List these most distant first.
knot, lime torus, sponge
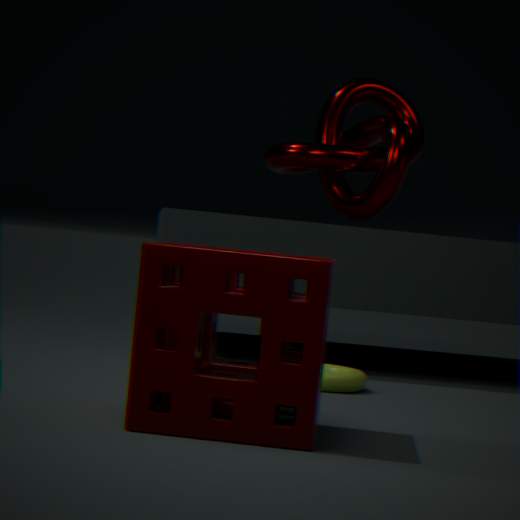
1. knot
2. lime torus
3. sponge
